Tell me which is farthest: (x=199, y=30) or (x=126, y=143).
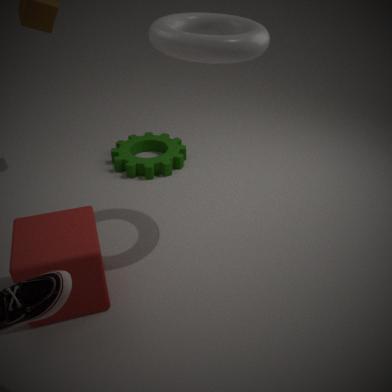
(x=126, y=143)
